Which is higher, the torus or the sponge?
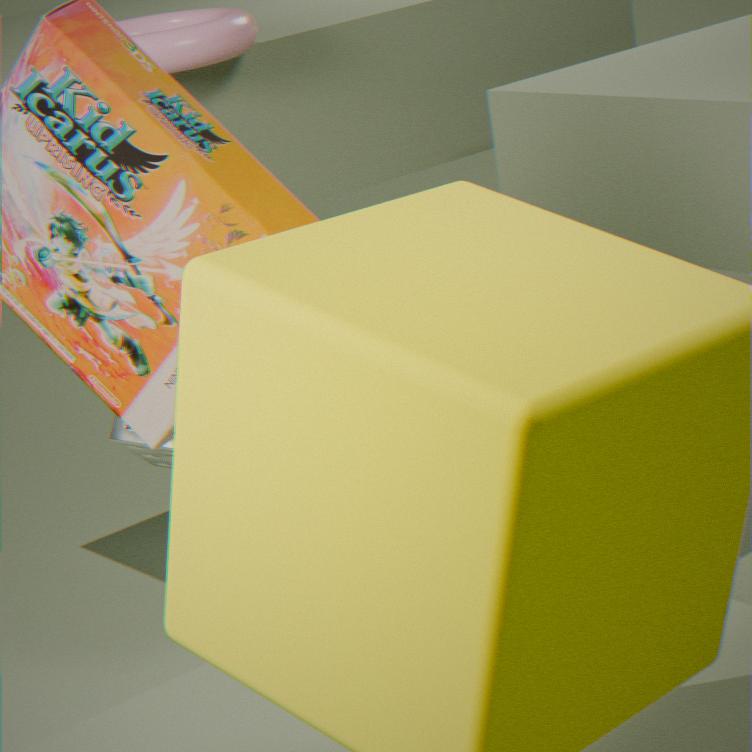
the torus
